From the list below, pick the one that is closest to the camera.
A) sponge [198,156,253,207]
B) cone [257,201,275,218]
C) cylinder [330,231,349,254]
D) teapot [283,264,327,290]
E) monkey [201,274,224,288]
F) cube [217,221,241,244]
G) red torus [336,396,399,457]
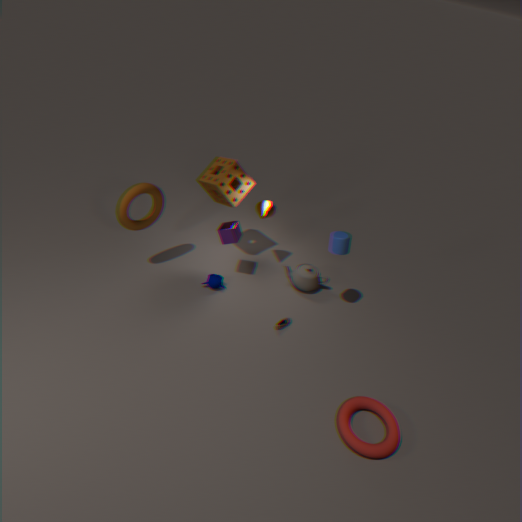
red torus [336,396,399,457]
